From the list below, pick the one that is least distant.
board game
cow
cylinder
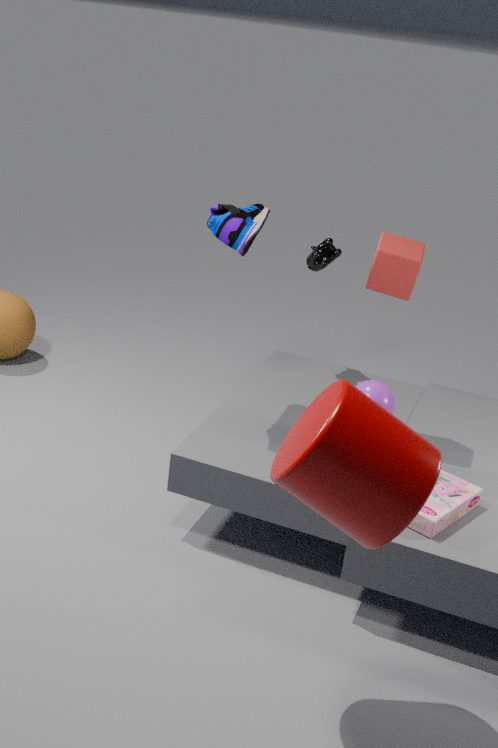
cylinder
